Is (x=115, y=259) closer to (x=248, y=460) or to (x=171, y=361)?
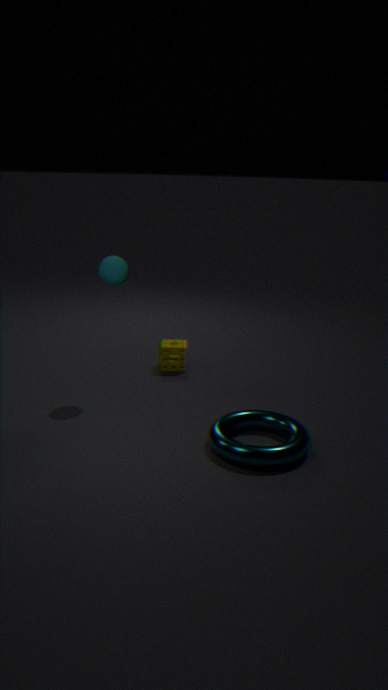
(x=171, y=361)
